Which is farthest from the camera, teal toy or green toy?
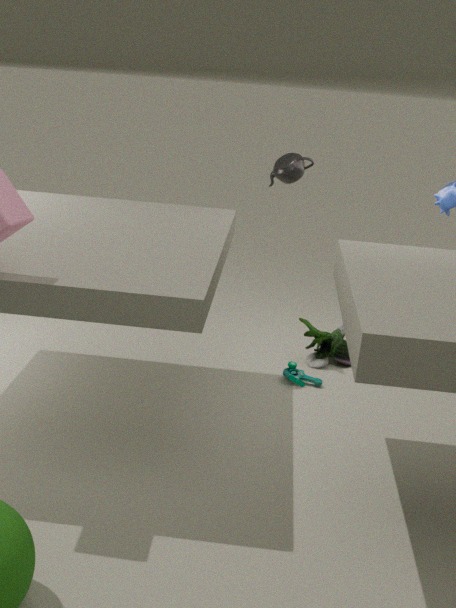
green toy
